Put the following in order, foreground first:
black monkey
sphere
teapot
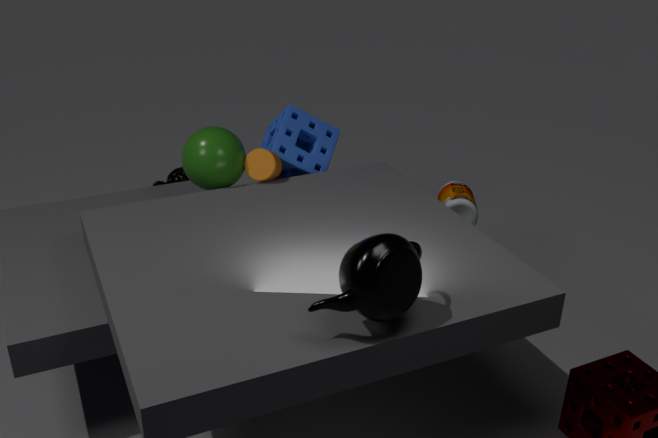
teapot
sphere
black monkey
